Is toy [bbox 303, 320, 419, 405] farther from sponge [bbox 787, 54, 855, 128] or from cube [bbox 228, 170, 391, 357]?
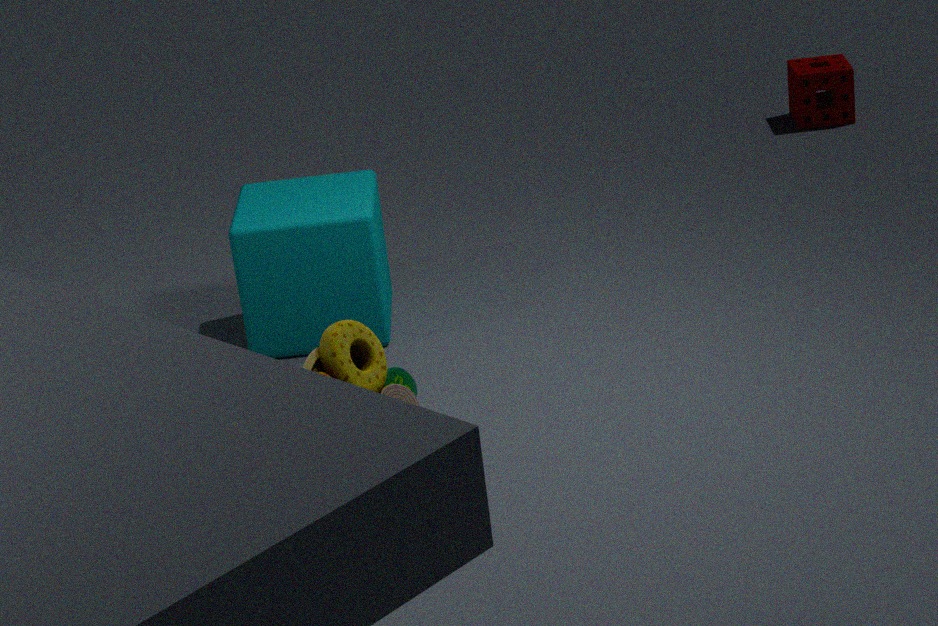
sponge [bbox 787, 54, 855, 128]
